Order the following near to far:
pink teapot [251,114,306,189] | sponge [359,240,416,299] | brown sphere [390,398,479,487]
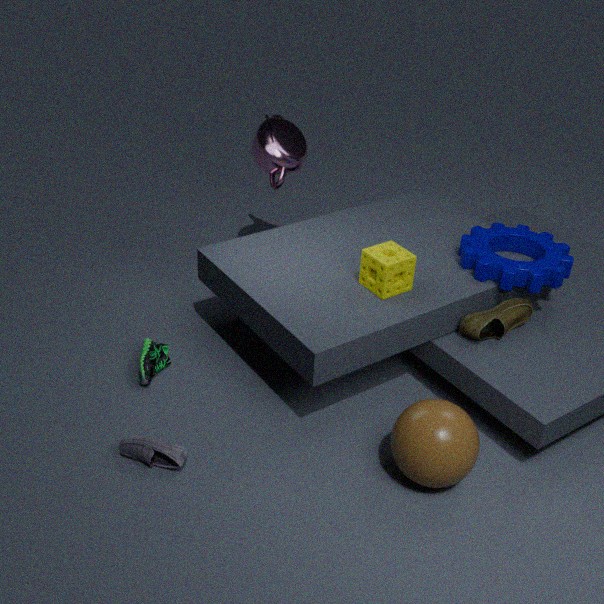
brown sphere [390,398,479,487], sponge [359,240,416,299], pink teapot [251,114,306,189]
